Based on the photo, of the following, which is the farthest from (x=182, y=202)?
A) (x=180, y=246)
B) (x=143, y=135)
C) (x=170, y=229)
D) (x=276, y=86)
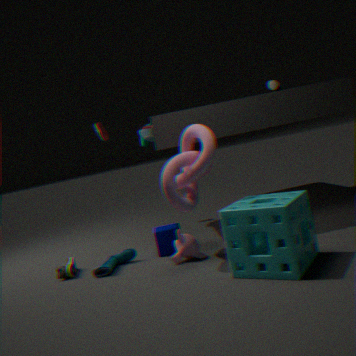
(x=276, y=86)
